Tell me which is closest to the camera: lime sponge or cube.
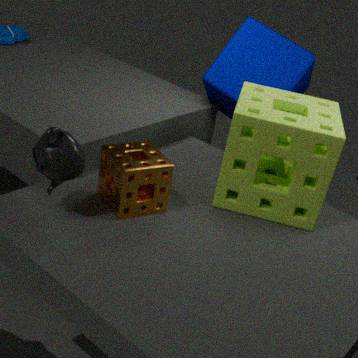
lime sponge
